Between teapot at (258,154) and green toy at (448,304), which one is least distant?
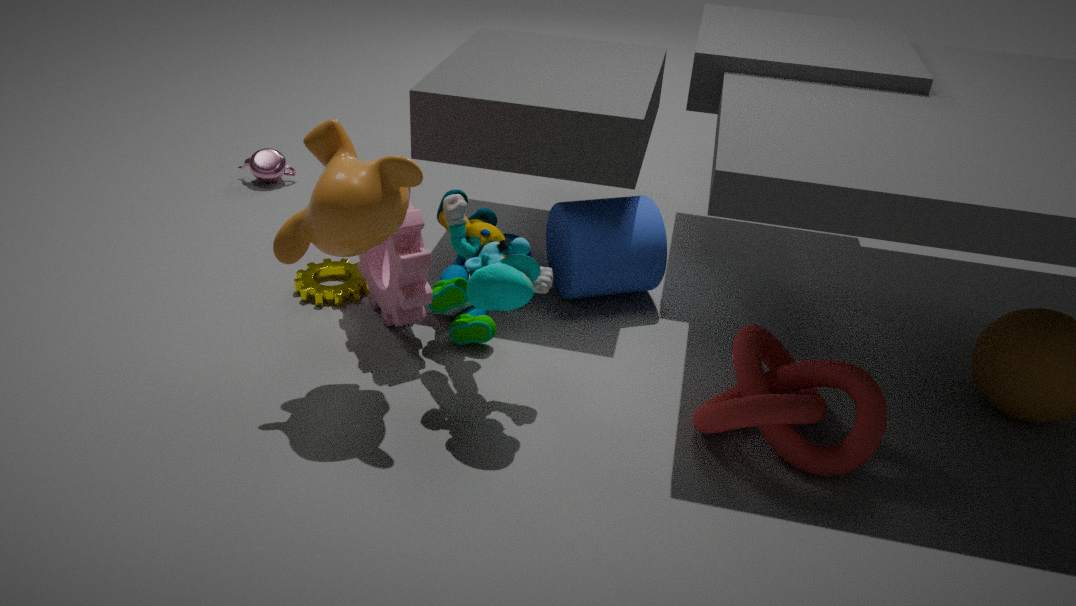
green toy at (448,304)
